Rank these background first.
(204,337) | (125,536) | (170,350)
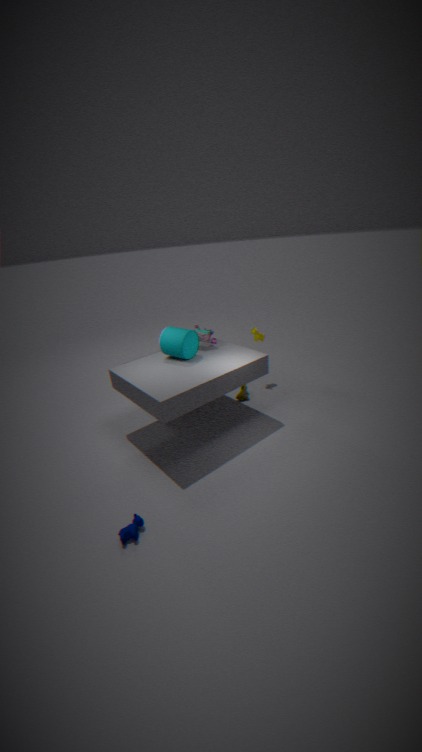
(204,337)
(170,350)
(125,536)
